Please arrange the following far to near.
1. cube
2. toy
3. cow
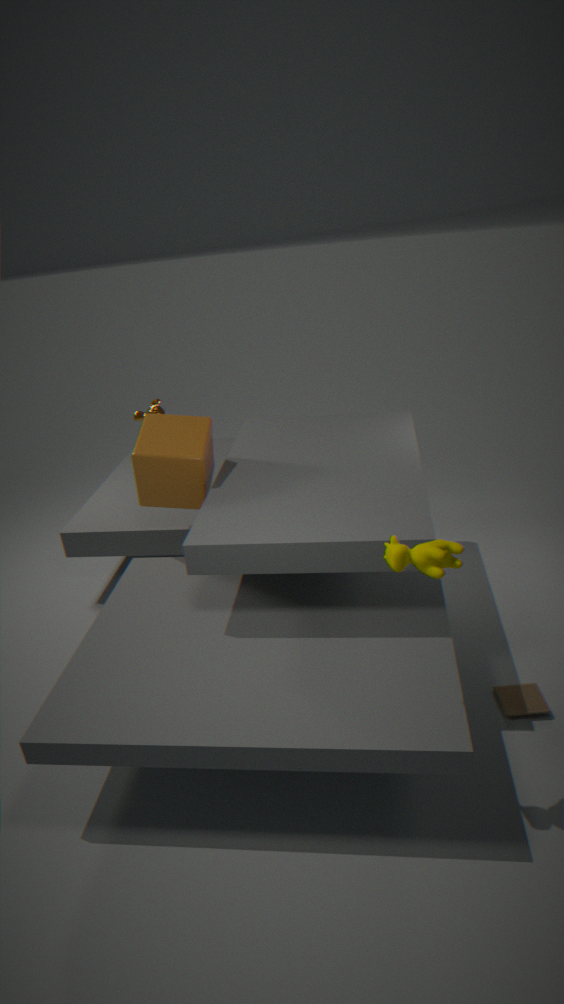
1. cube
2. toy
3. cow
